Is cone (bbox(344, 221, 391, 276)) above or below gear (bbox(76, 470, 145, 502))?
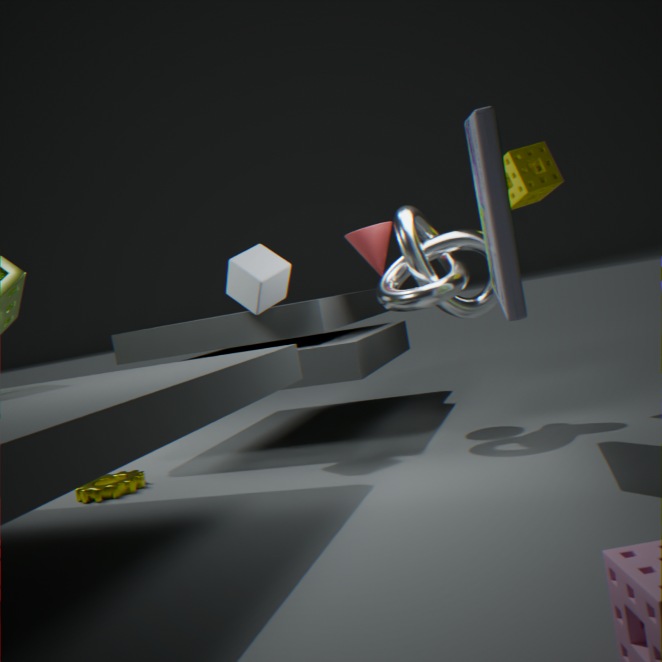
above
